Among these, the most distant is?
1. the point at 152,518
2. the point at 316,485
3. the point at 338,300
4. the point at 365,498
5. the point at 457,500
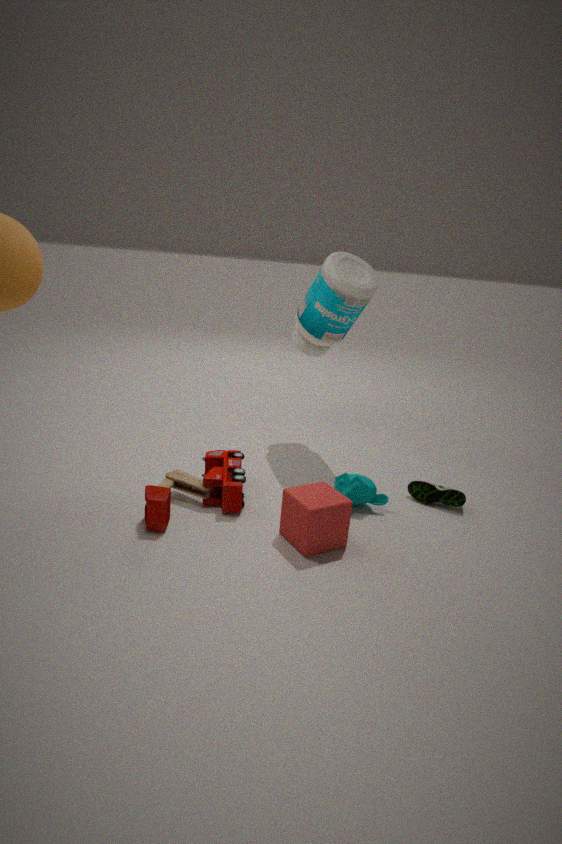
the point at 338,300
